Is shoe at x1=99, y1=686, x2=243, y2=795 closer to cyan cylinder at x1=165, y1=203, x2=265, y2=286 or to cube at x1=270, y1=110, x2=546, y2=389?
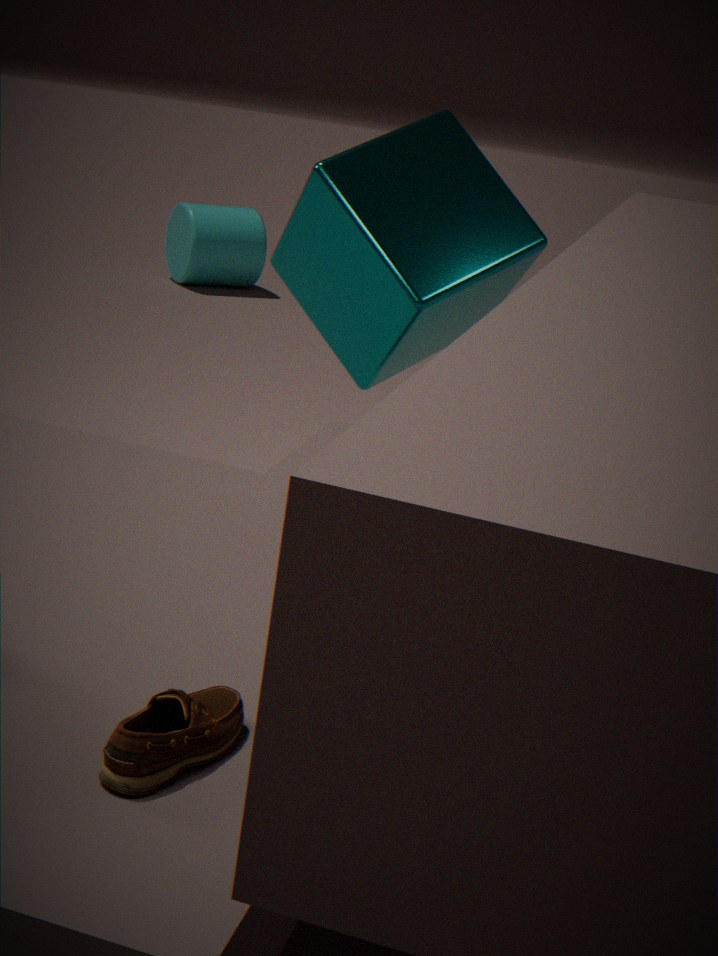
cube at x1=270, y1=110, x2=546, y2=389
